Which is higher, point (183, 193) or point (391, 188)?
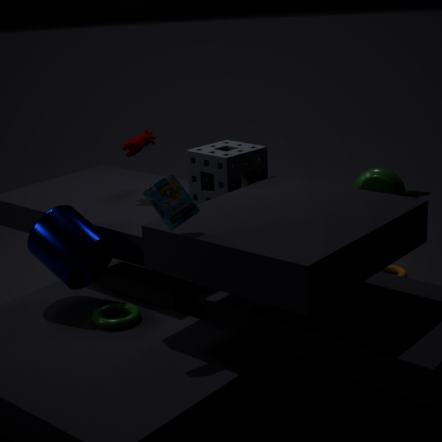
point (183, 193)
